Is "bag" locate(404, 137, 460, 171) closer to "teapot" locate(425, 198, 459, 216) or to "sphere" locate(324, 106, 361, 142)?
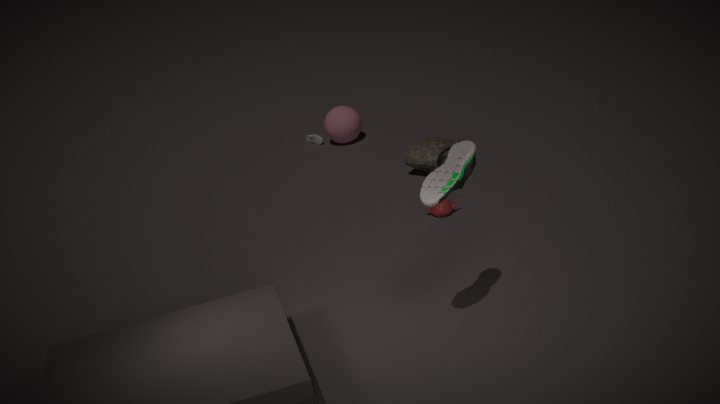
"teapot" locate(425, 198, 459, 216)
